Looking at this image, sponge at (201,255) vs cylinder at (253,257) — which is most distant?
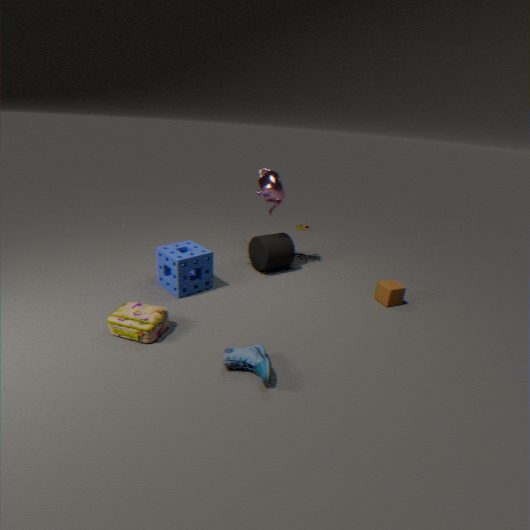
cylinder at (253,257)
